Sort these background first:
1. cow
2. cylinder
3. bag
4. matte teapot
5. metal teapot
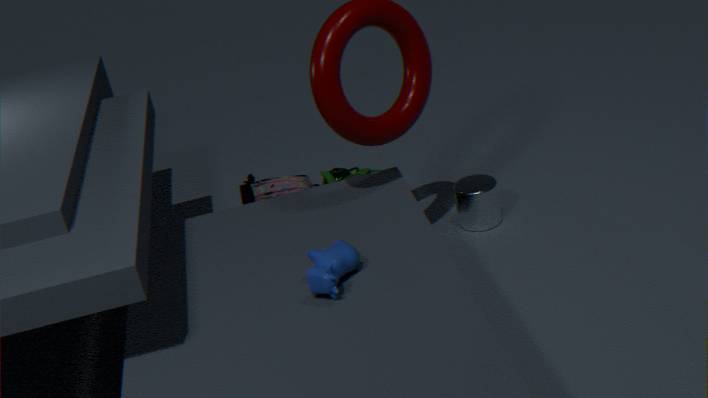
metal teapot
bag
matte teapot
cylinder
cow
